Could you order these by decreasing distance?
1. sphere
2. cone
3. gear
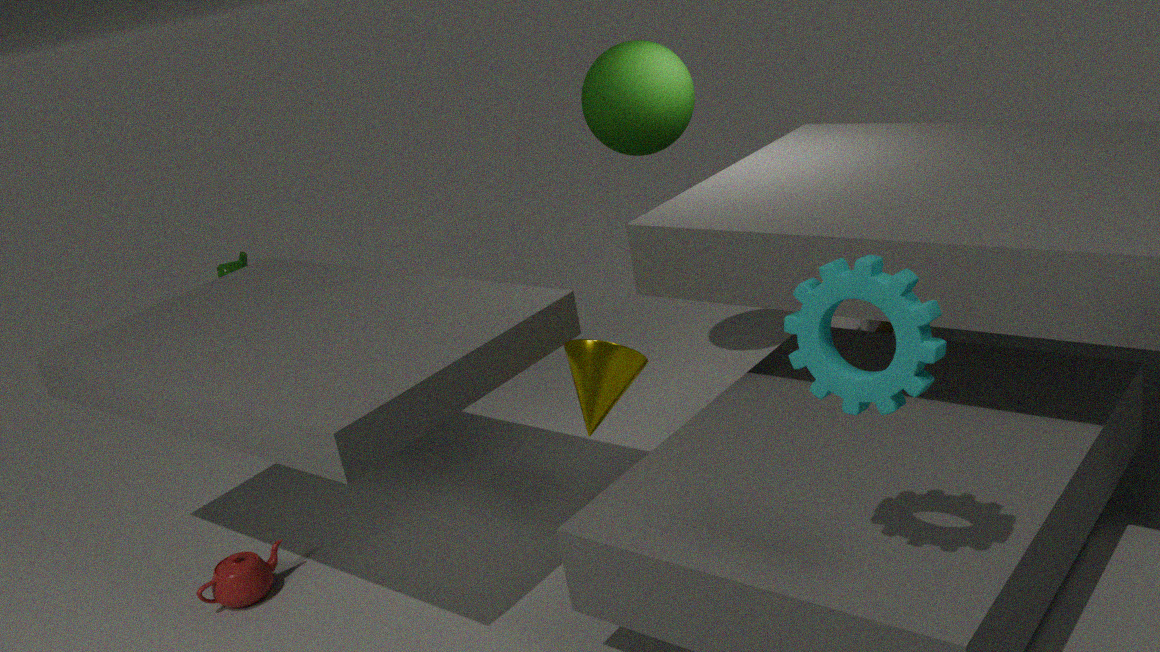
1. sphere
2. cone
3. gear
